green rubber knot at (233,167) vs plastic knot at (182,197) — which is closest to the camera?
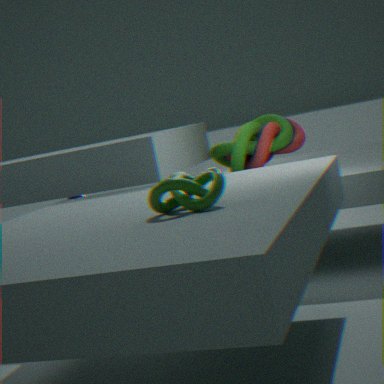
plastic knot at (182,197)
